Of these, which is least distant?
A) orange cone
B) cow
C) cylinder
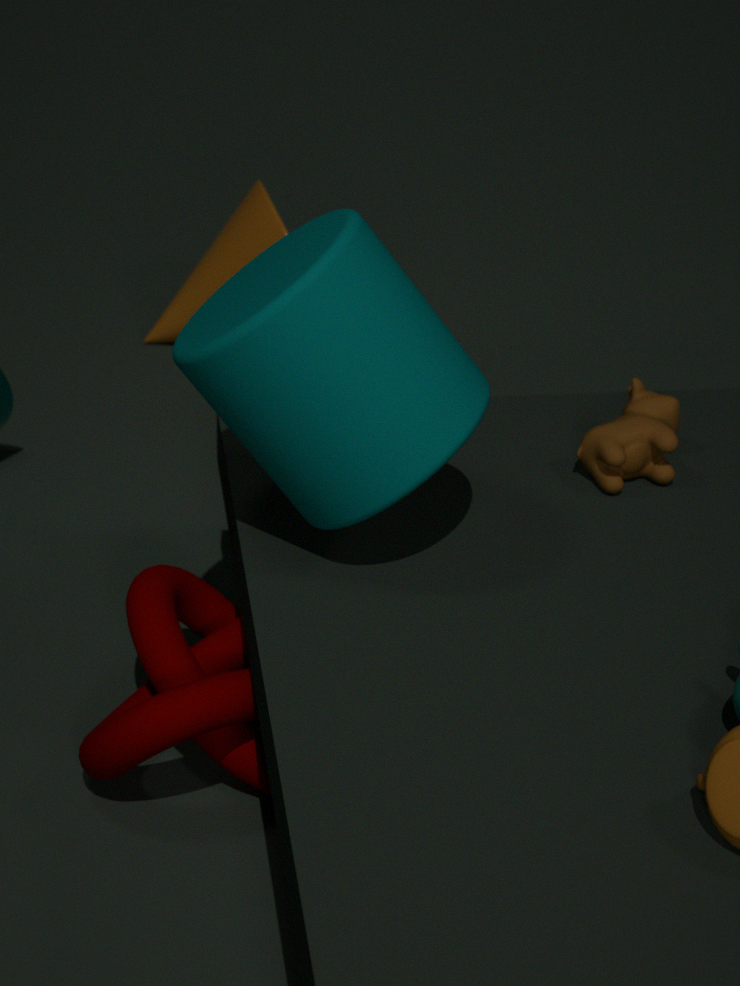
cylinder
